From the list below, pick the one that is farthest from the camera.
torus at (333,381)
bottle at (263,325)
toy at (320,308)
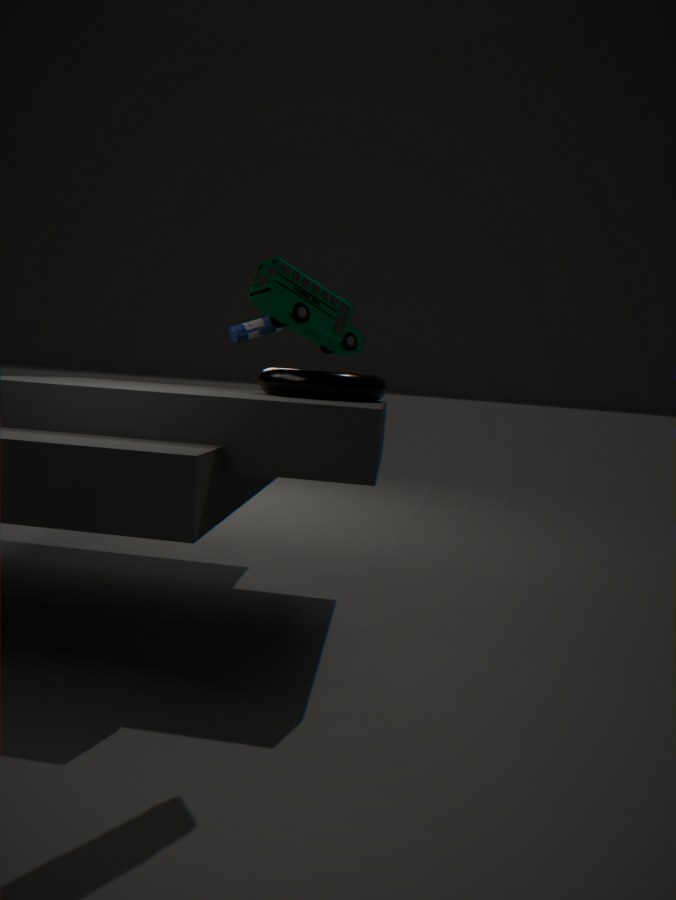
bottle at (263,325)
